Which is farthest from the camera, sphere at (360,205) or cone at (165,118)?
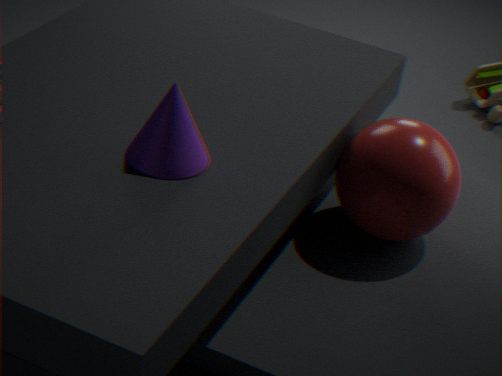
sphere at (360,205)
